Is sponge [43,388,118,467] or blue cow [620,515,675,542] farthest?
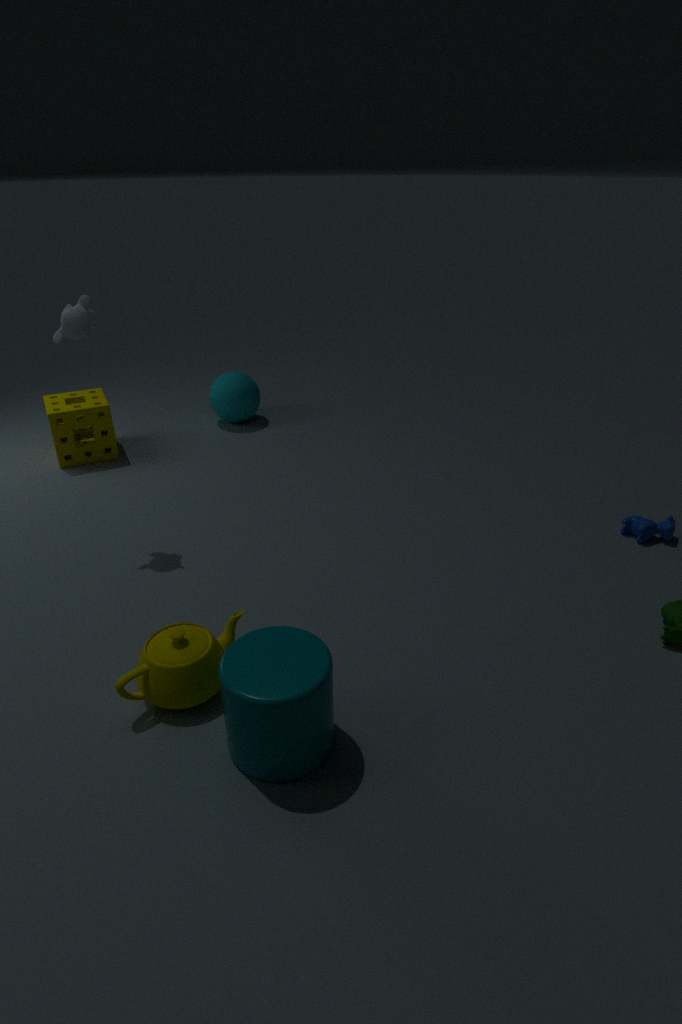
sponge [43,388,118,467]
